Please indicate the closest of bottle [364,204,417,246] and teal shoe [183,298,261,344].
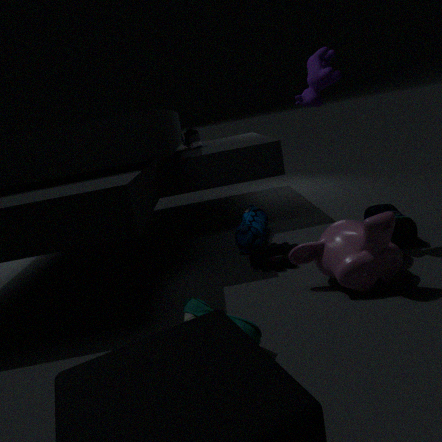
teal shoe [183,298,261,344]
